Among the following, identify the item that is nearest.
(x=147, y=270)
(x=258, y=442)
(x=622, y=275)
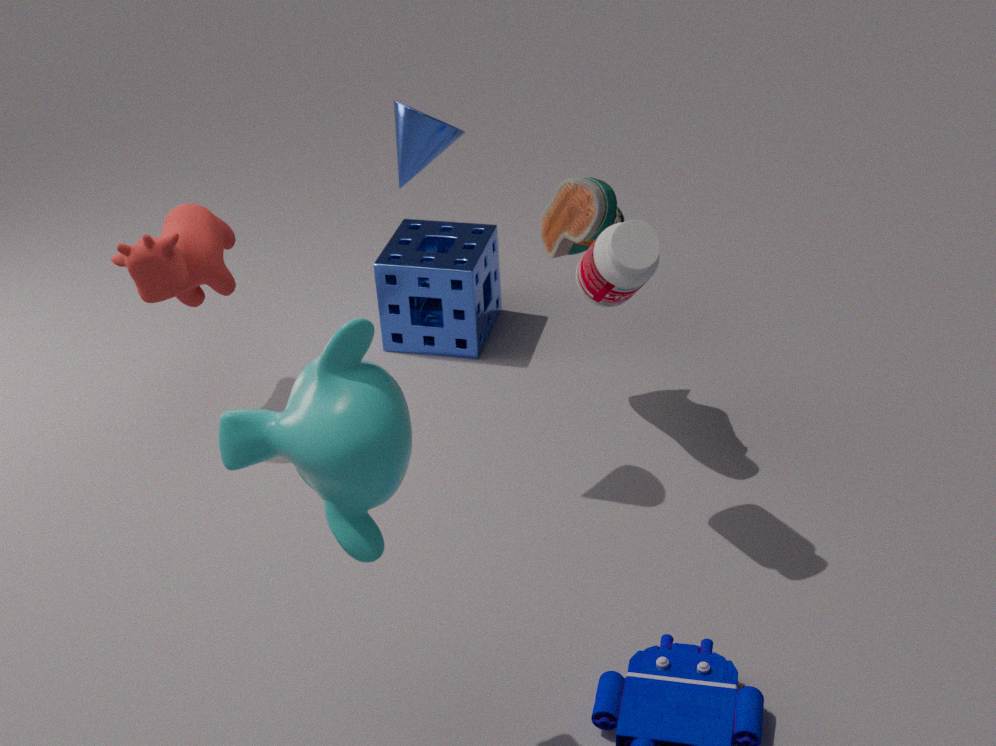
(x=258, y=442)
